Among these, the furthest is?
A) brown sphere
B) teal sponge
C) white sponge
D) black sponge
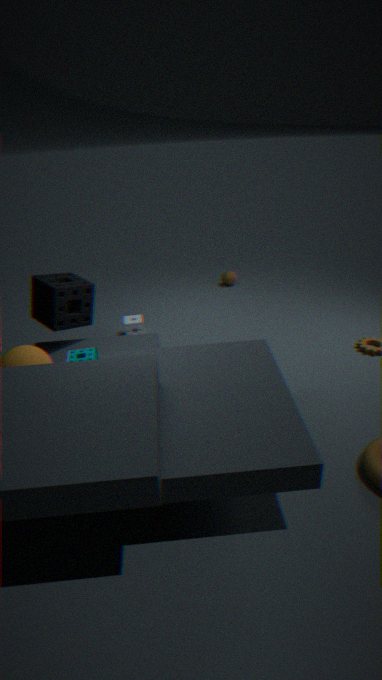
brown sphere
